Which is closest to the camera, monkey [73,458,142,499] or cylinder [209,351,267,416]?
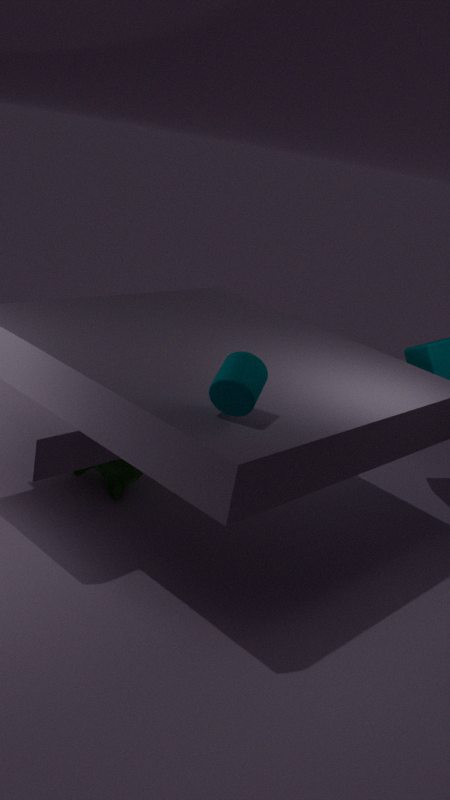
cylinder [209,351,267,416]
